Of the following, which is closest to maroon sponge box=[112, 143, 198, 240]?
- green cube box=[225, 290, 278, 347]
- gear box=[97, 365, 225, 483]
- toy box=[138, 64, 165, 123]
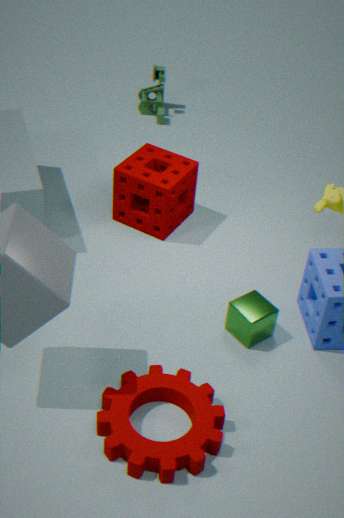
green cube box=[225, 290, 278, 347]
